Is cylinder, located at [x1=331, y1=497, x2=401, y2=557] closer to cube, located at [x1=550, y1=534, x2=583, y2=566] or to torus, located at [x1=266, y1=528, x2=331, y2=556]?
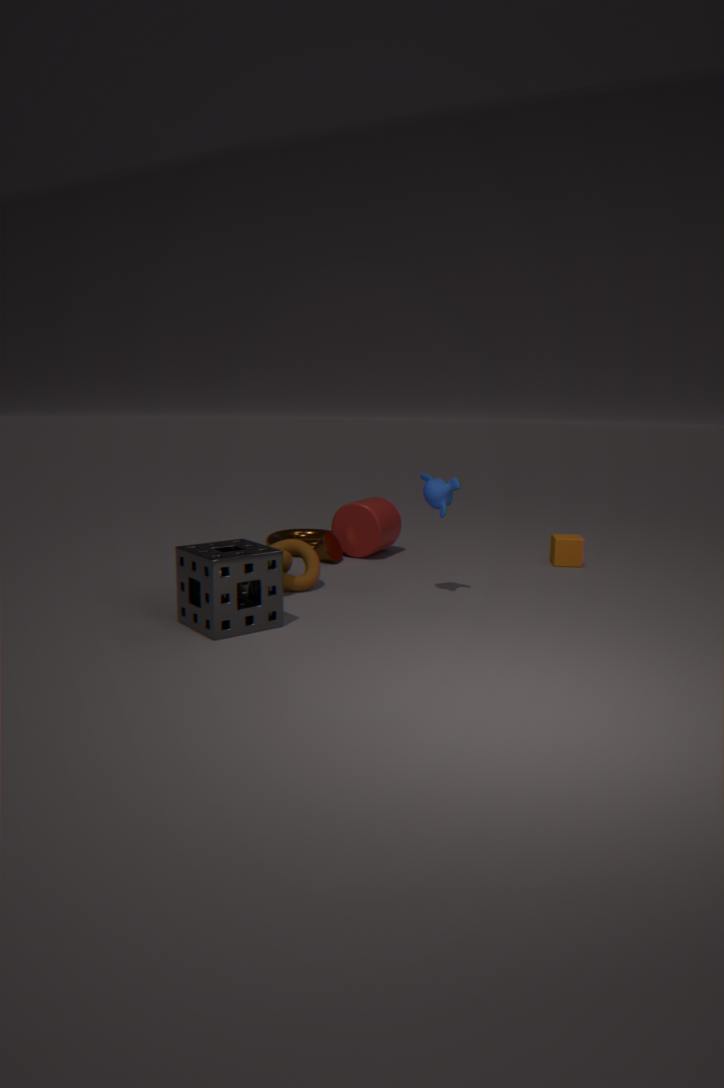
torus, located at [x1=266, y1=528, x2=331, y2=556]
